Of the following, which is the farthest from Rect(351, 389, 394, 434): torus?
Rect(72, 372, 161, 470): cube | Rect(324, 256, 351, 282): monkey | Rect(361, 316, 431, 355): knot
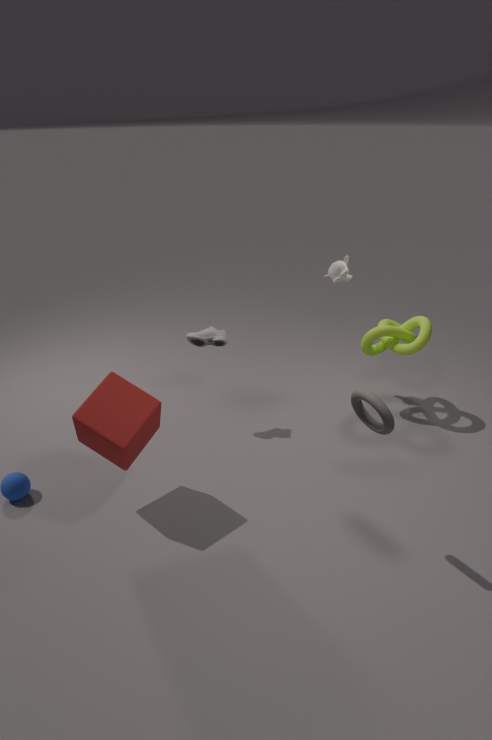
Rect(324, 256, 351, 282): monkey
